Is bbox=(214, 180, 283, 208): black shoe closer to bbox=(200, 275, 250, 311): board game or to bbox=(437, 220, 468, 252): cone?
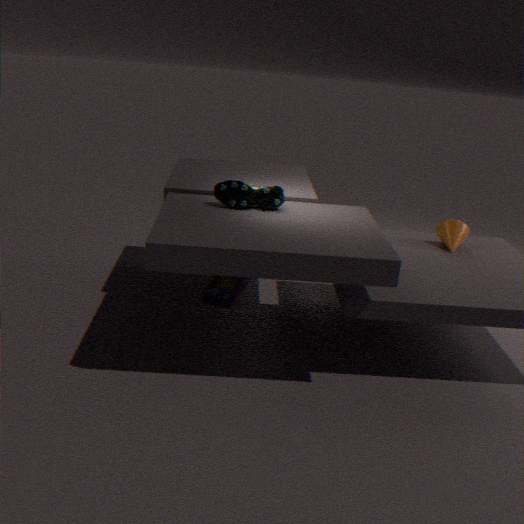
bbox=(200, 275, 250, 311): board game
